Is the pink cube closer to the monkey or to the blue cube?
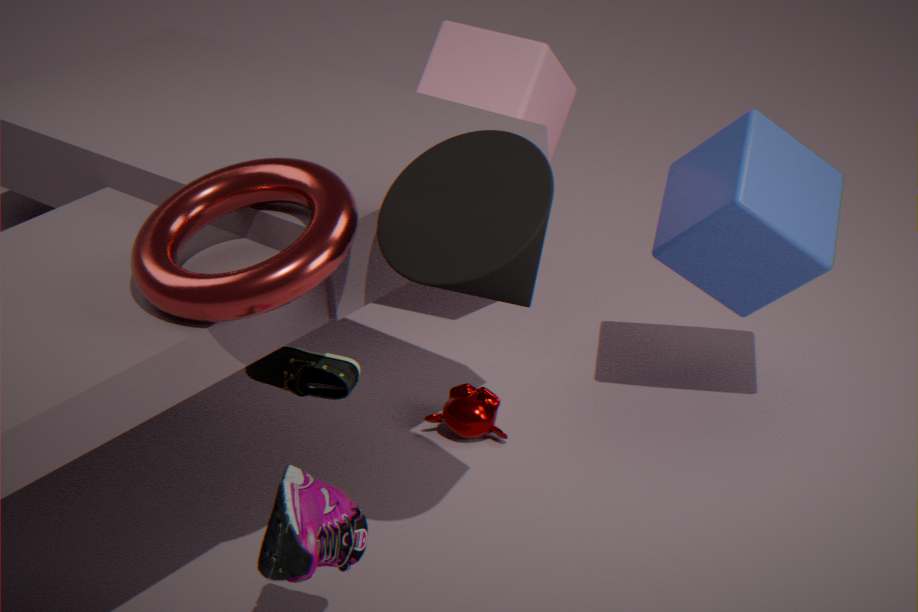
the blue cube
